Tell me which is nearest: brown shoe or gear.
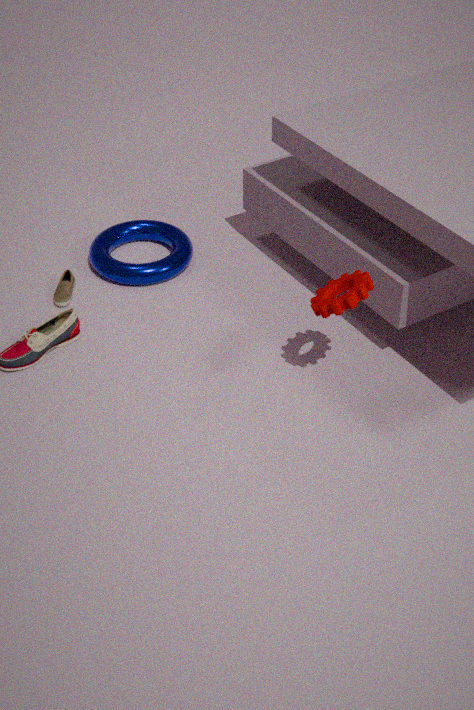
gear
